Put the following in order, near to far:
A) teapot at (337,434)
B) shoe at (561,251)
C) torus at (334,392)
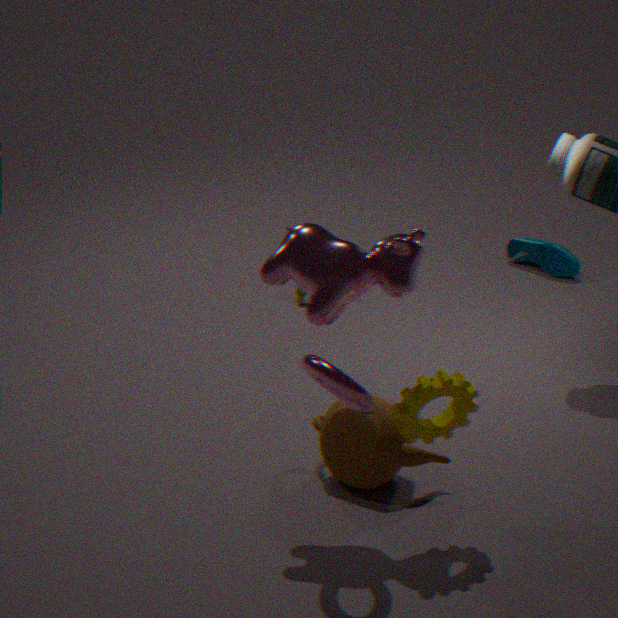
torus at (334,392), teapot at (337,434), shoe at (561,251)
